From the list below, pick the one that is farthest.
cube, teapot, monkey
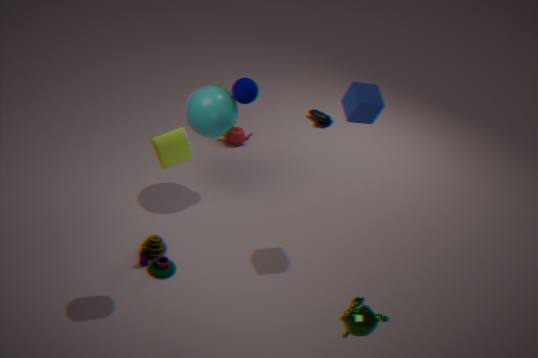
teapot
